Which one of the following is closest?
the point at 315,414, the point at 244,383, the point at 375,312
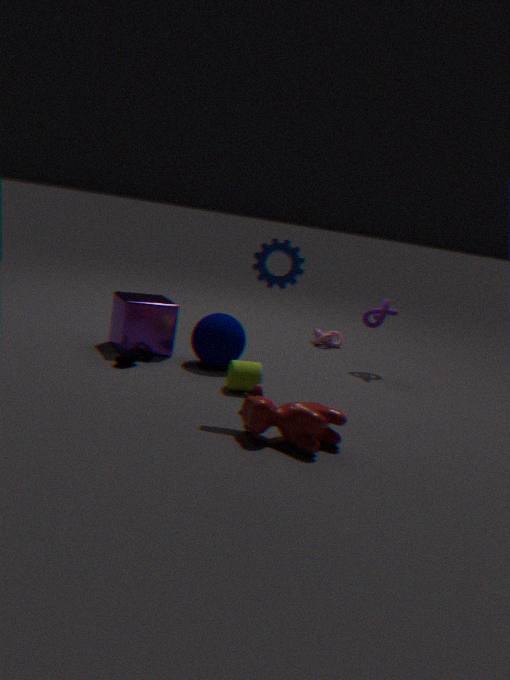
the point at 315,414
